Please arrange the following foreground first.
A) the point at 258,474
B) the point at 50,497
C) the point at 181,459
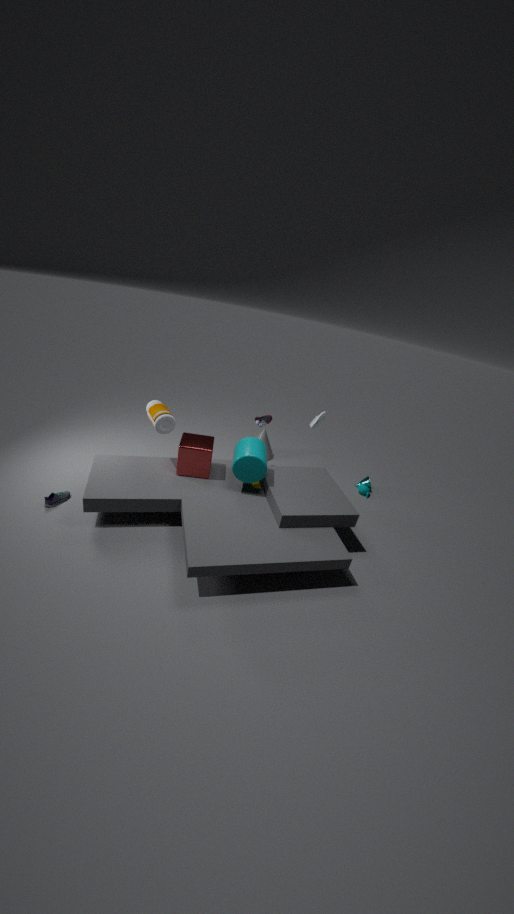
1. the point at 50,497
2. the point at 258,474
3. the point at 181,459
